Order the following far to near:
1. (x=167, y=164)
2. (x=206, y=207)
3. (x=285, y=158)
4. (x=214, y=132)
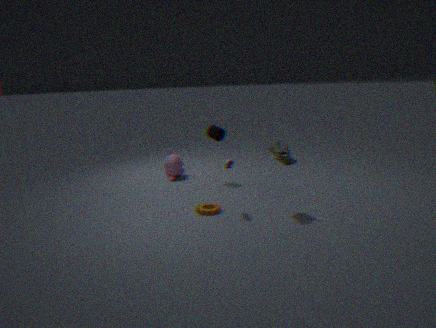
(x=167, y=164)
(x=214, y=132)
(x=206, y=207)
(x=285, y=158)
